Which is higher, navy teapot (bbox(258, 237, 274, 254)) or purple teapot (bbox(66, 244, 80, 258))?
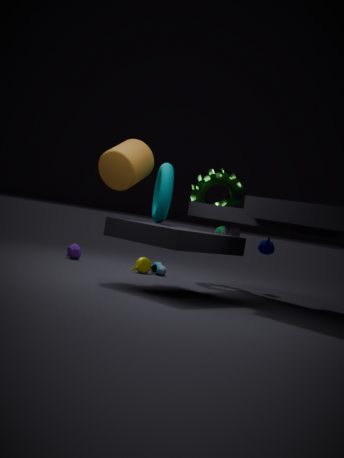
navy teapot (bbox(258, 237, 274, 254))
